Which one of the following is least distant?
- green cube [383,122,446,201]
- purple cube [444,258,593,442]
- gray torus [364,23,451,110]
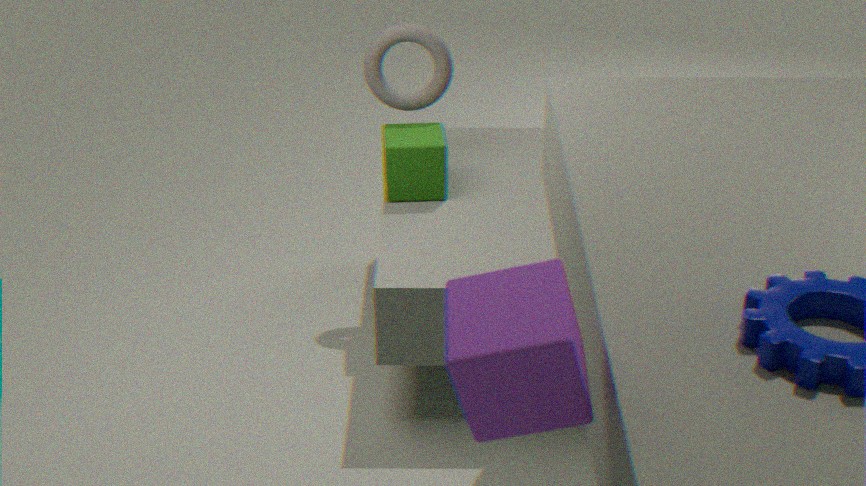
purple cube [444,258,593,442]
